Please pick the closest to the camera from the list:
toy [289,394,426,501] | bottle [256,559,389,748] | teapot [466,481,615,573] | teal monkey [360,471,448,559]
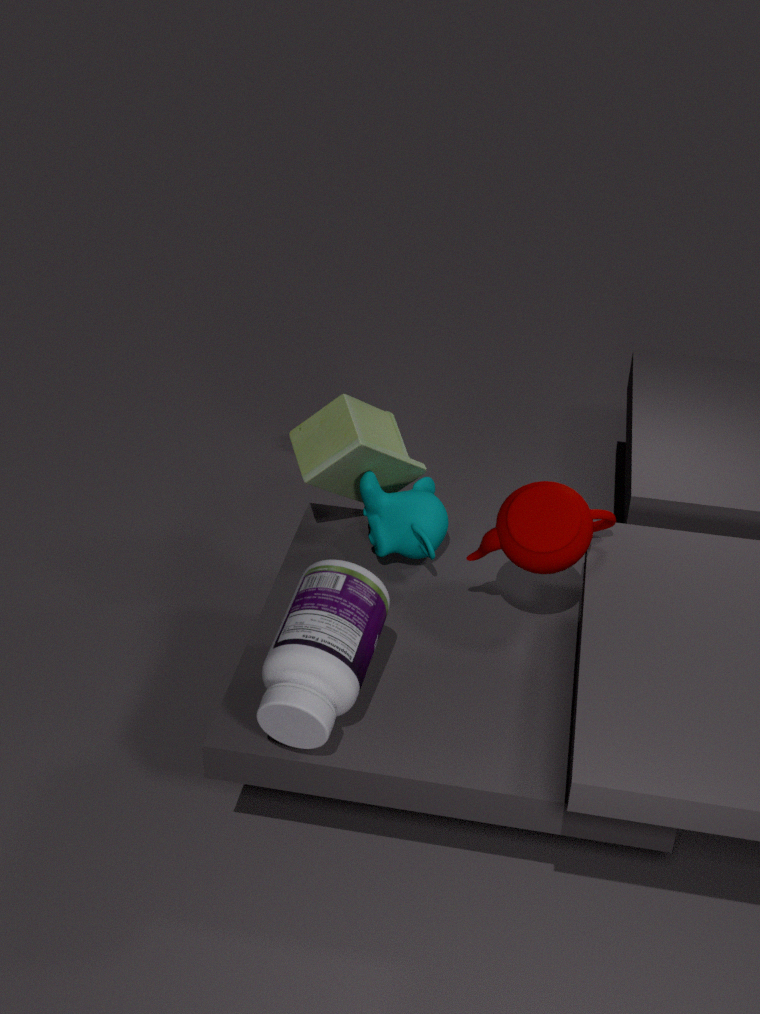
bottle [256,559,389,748]
